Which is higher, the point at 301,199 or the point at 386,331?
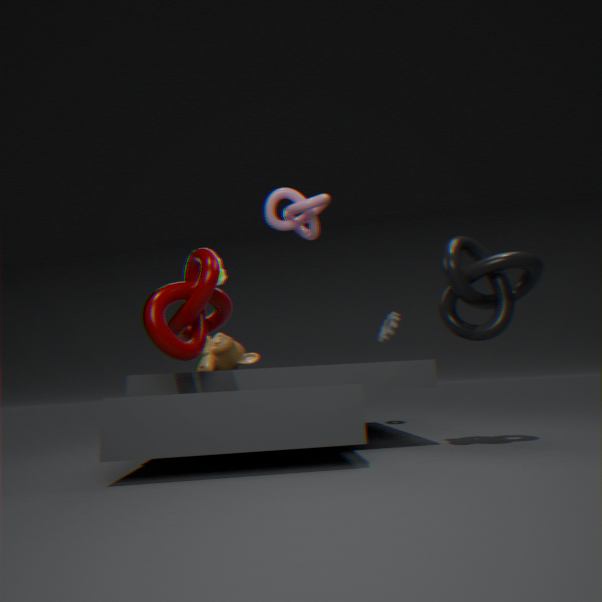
the point at 301,199
